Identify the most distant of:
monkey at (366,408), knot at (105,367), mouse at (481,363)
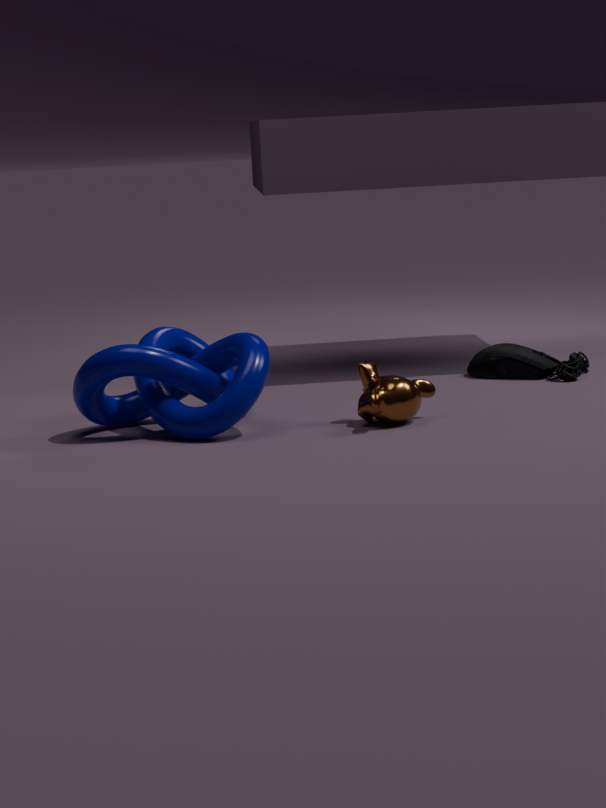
mouse at (481,363)
